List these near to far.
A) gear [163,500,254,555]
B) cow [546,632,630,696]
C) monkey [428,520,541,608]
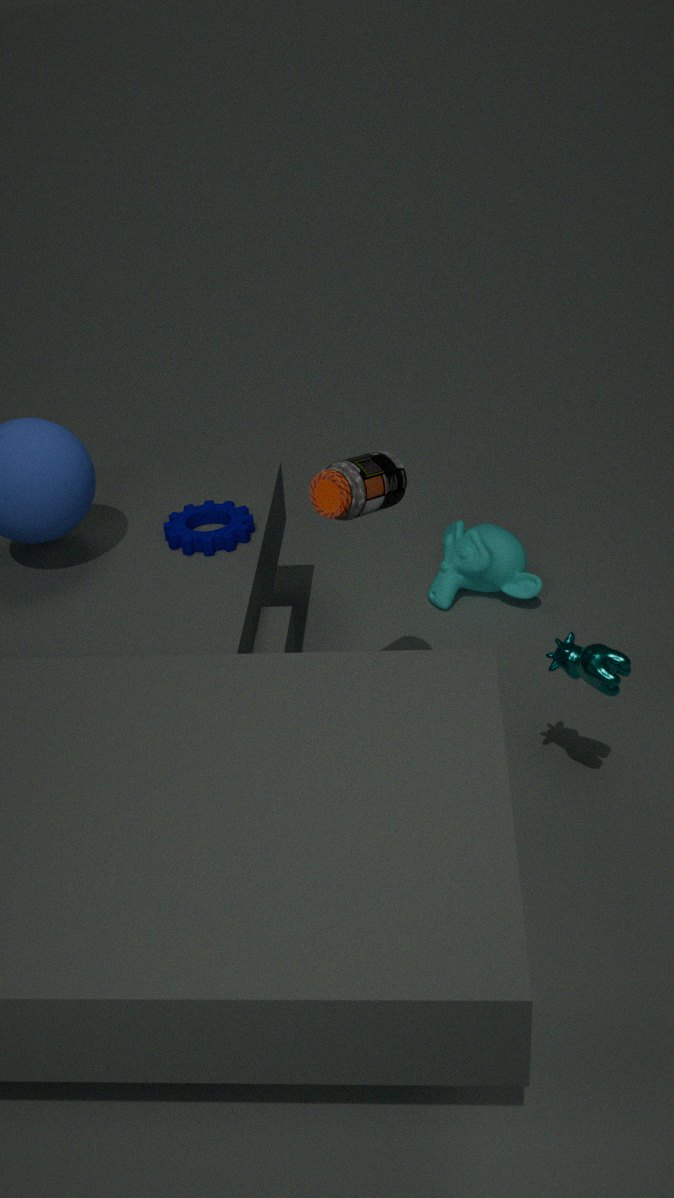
cow [546,632,630,696] < gear [163,500,254,555] < monkey [428,520,541,608]
